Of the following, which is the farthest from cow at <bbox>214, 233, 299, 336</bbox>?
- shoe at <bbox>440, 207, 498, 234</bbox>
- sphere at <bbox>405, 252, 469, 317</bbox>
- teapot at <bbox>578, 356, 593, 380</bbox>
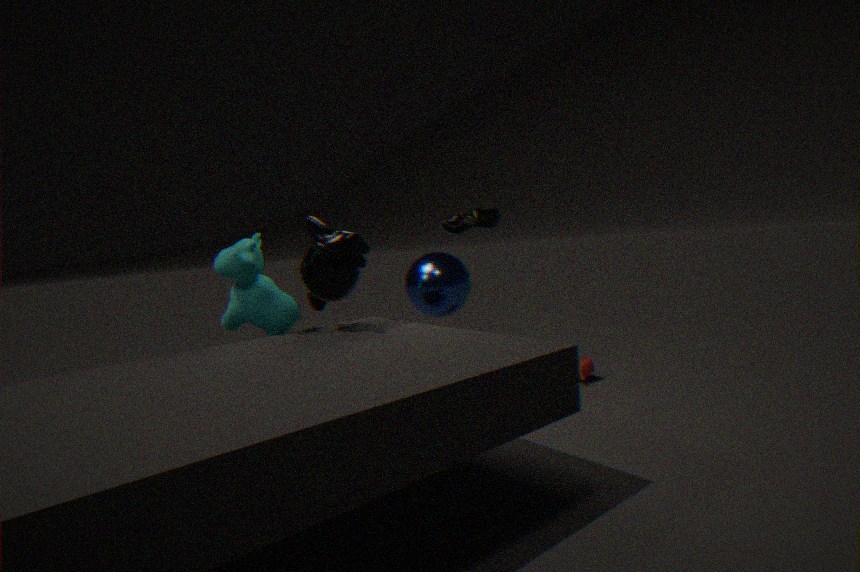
teapot at <bbox>578, 356, 593, 380</bbox>
